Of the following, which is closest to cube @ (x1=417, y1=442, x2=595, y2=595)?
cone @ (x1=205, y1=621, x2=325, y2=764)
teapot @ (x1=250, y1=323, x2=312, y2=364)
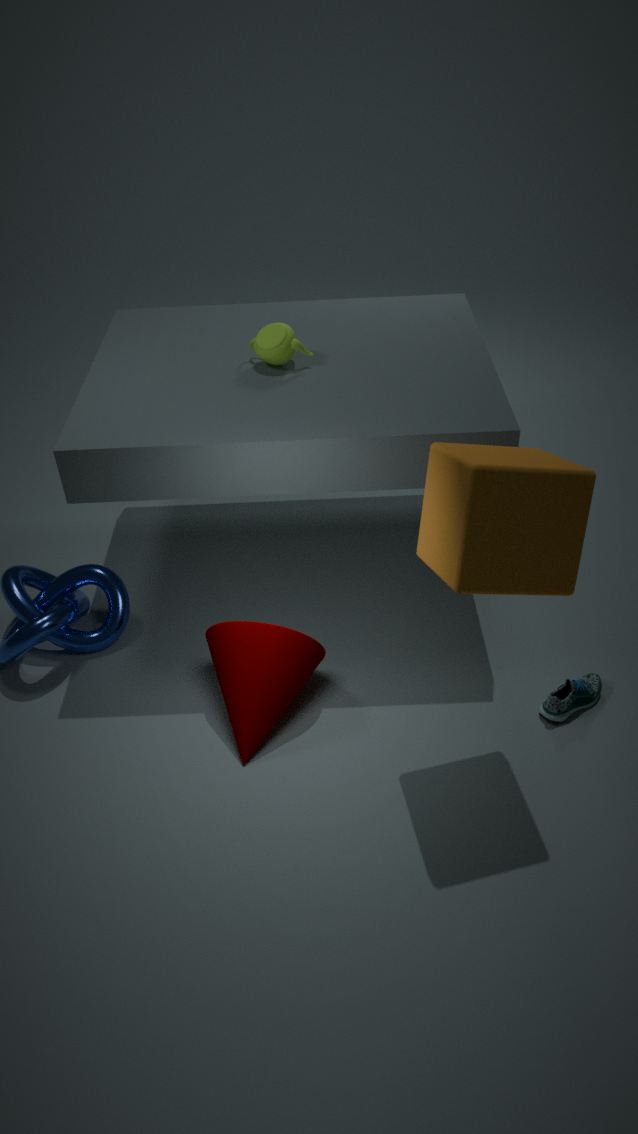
cone @ (x1=205, y1=621, x2=325, y2=764)
